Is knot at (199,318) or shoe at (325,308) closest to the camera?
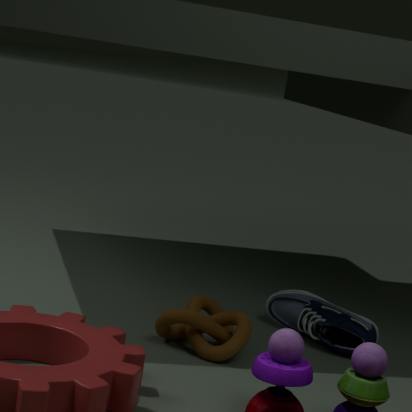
knot at (199,318)
